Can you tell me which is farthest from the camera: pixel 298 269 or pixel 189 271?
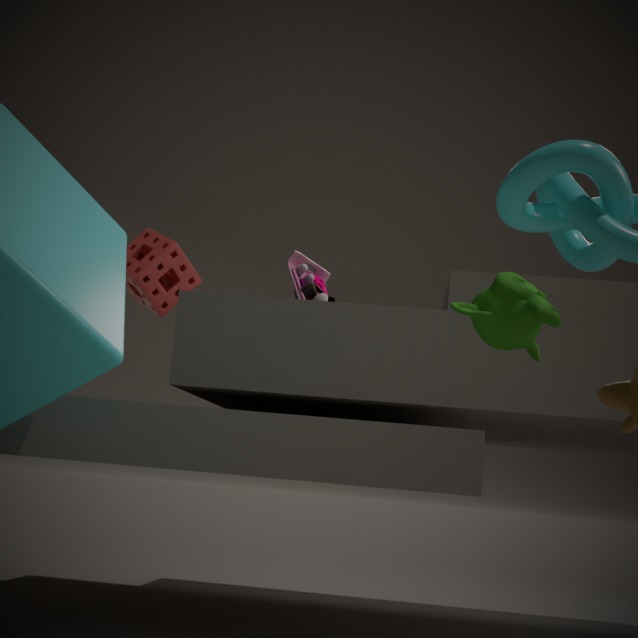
pixel 189 271
